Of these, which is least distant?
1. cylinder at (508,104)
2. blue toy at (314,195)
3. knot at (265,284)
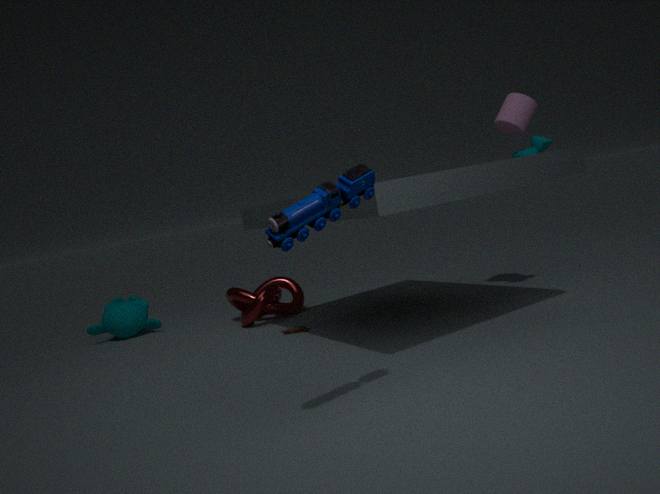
blue toy at (314,195)
